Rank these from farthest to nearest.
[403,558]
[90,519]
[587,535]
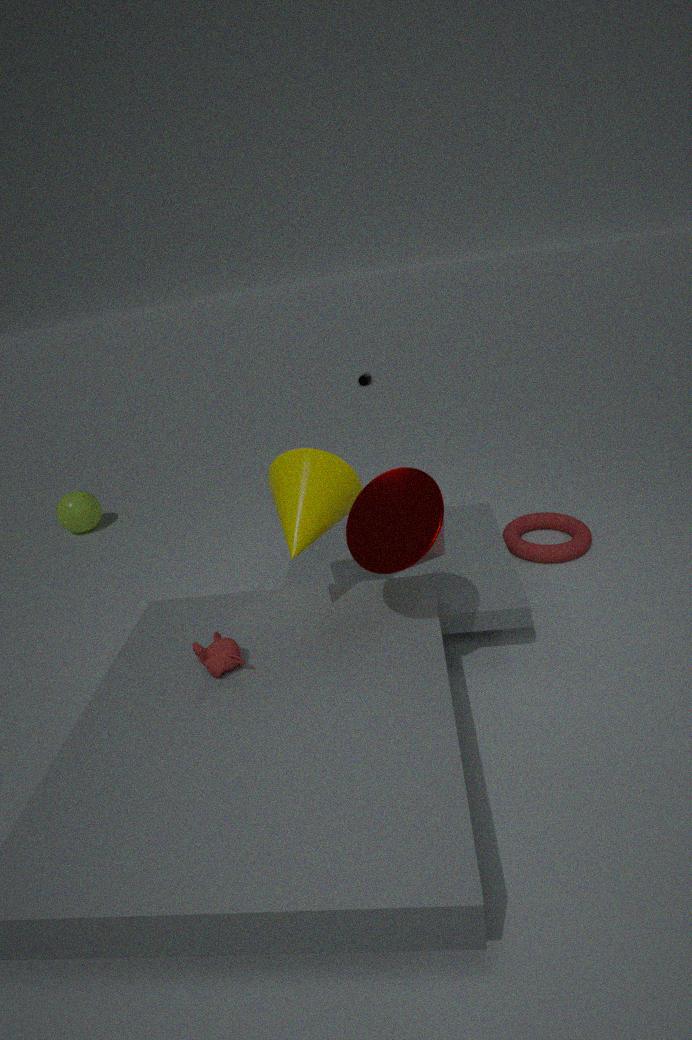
[90,519], [587,535], [403,558]
